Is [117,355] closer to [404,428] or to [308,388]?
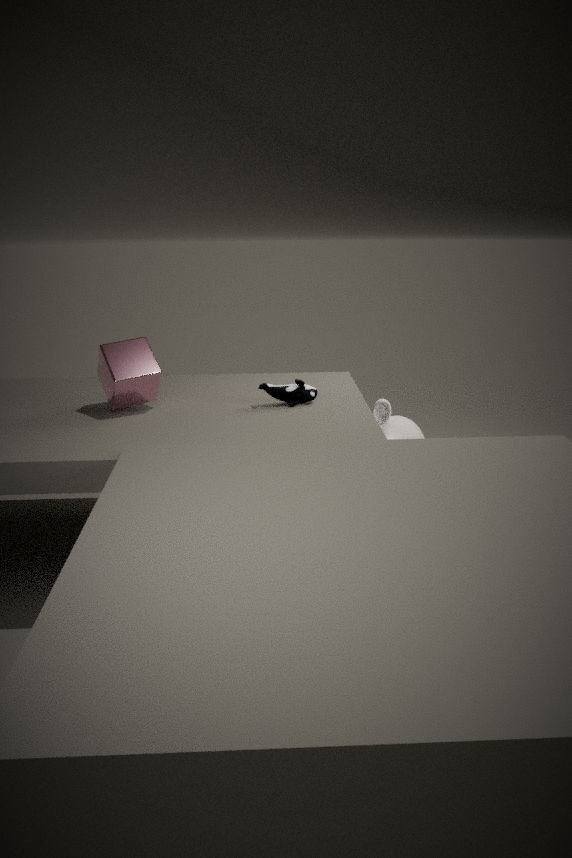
[308,388]
